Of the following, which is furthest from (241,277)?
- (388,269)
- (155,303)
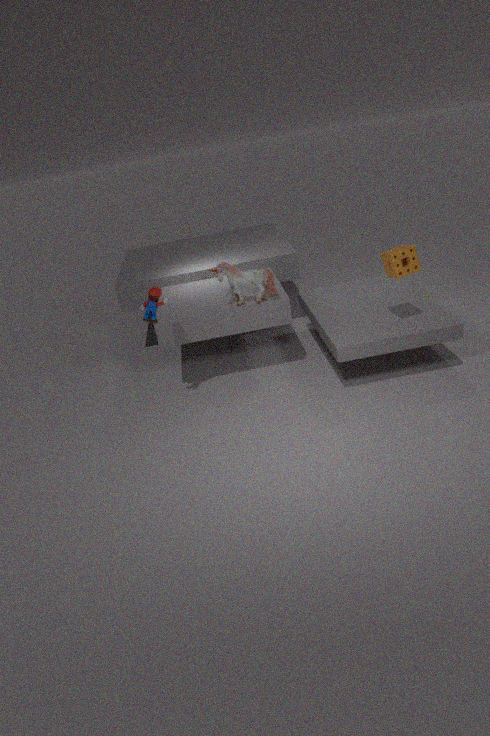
(388,269)
